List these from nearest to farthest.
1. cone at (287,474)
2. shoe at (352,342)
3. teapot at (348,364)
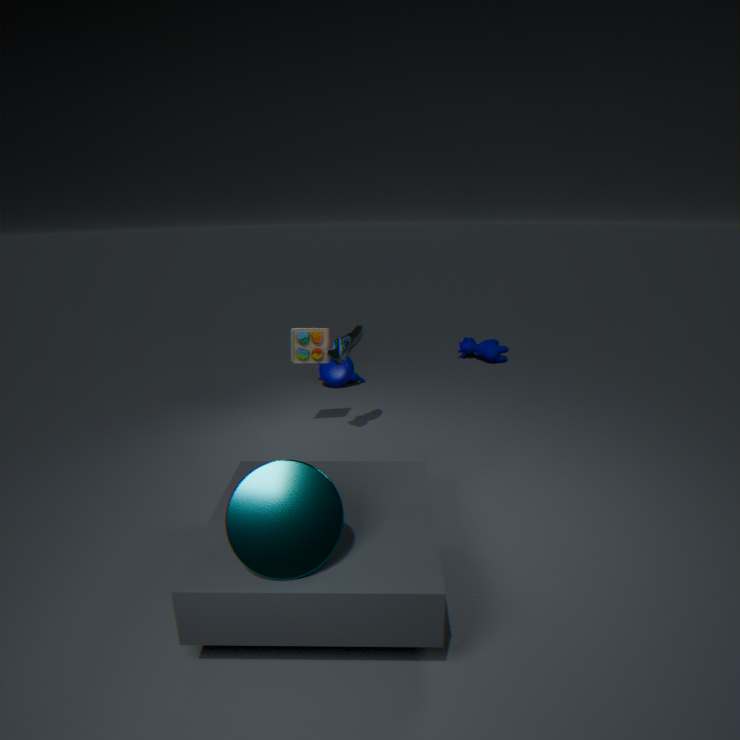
cone at (287,474) < shoe at (352,342) < teapot at (348,364)
